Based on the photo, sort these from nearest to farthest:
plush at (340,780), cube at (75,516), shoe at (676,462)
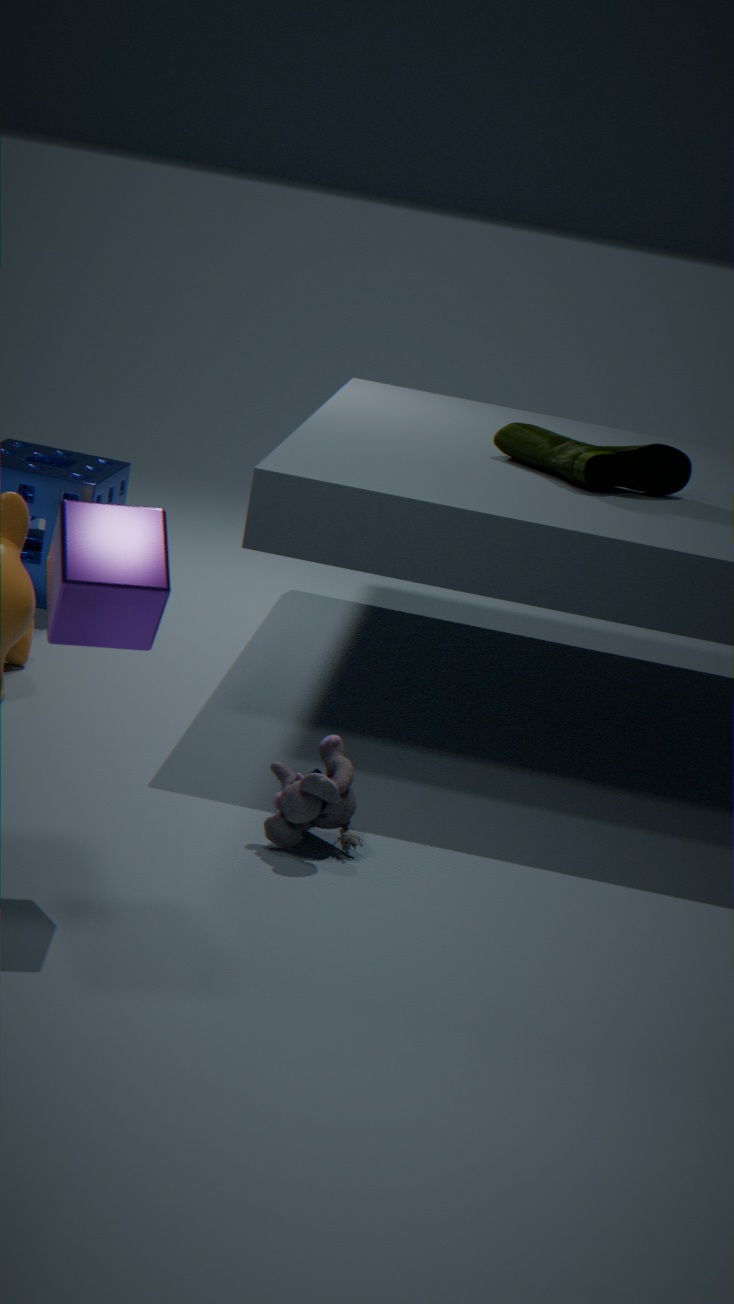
cube at (75,516) < plush at (340,780) < shoe at (676,462)
